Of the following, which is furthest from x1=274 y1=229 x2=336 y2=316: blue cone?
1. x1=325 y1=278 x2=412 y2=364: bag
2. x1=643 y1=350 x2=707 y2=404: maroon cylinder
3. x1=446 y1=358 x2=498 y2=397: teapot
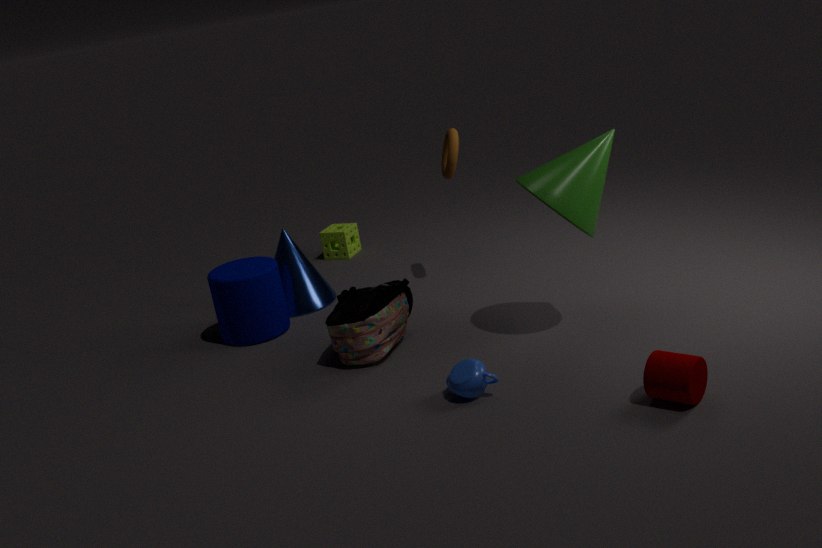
x1=643 y1=350 x2=707 y2=404: maroon cylinder
